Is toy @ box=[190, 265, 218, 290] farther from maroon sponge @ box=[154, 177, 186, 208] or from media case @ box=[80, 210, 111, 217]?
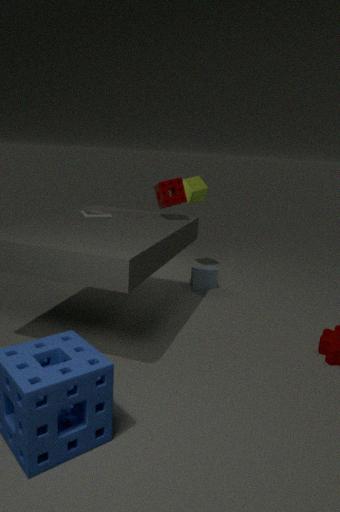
media case @ box=[80, 210, 111, 217]
